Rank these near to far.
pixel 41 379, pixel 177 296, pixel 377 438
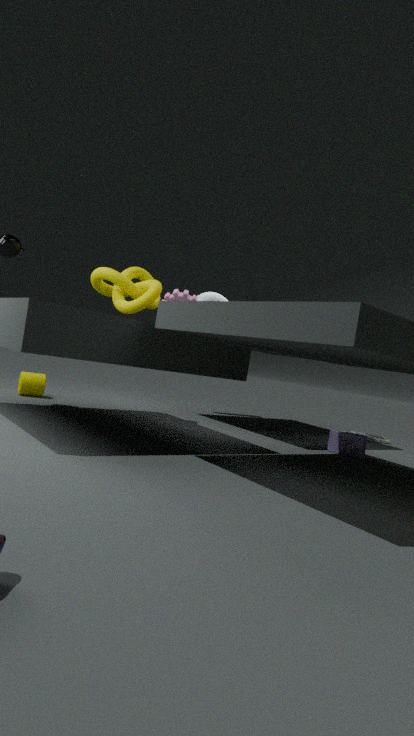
1. pixel 177 296
2. pixel 41 379
3. pixel 377 438
